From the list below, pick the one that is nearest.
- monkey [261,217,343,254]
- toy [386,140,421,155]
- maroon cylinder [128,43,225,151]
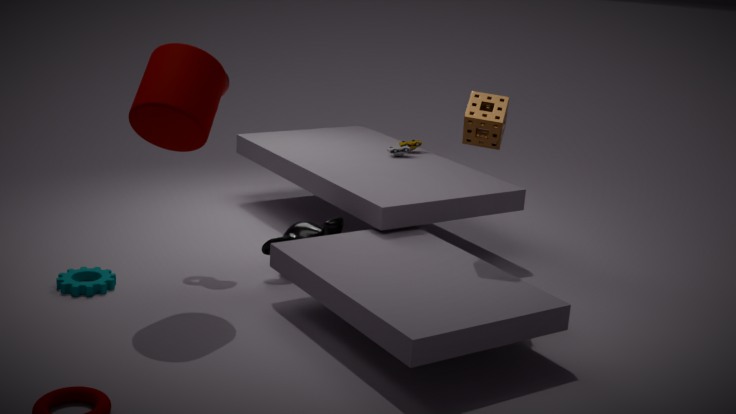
maroon cylinder [128,43,225,151]
